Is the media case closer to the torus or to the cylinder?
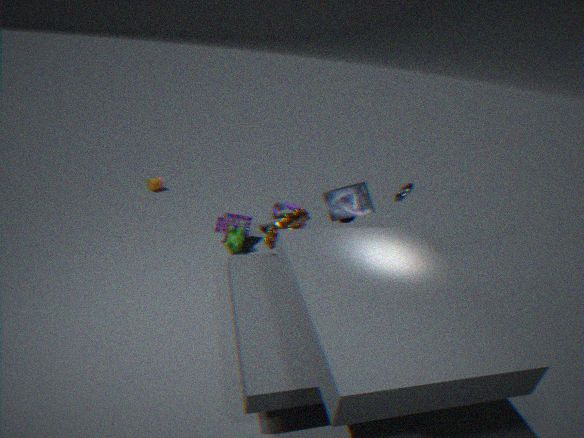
the torus
